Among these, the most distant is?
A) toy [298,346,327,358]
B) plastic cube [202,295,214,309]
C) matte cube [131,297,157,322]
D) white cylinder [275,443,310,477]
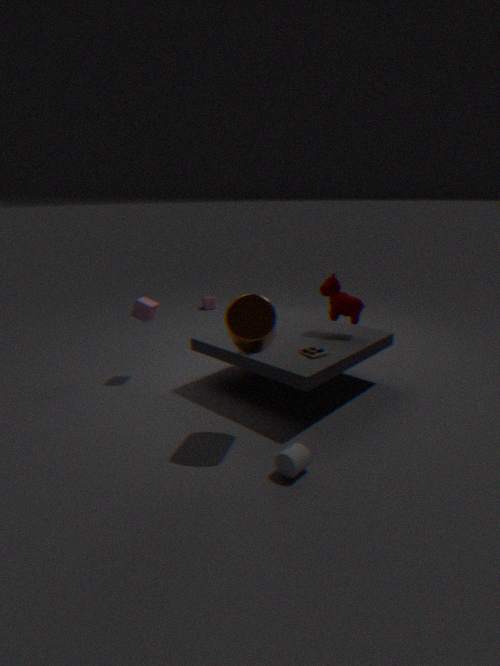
plastic cube [202,295,214,309]
